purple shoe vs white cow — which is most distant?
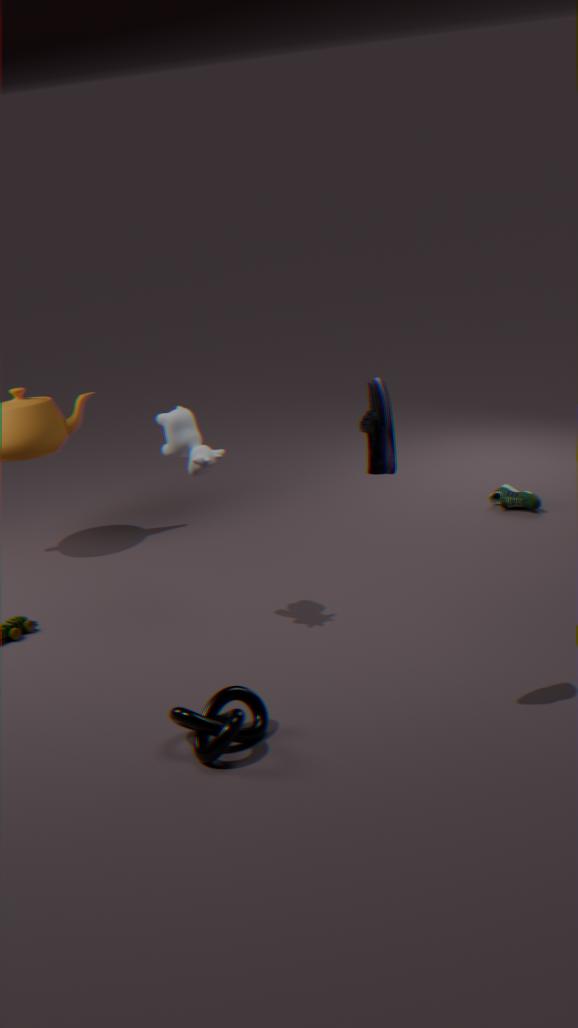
white cow
